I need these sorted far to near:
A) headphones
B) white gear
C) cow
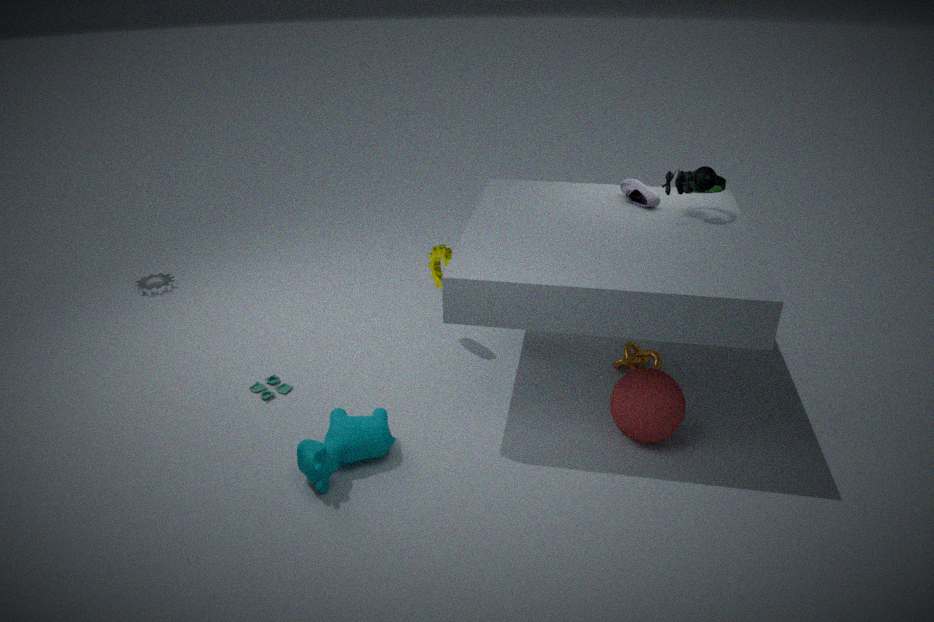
white gear, headphones, cow
